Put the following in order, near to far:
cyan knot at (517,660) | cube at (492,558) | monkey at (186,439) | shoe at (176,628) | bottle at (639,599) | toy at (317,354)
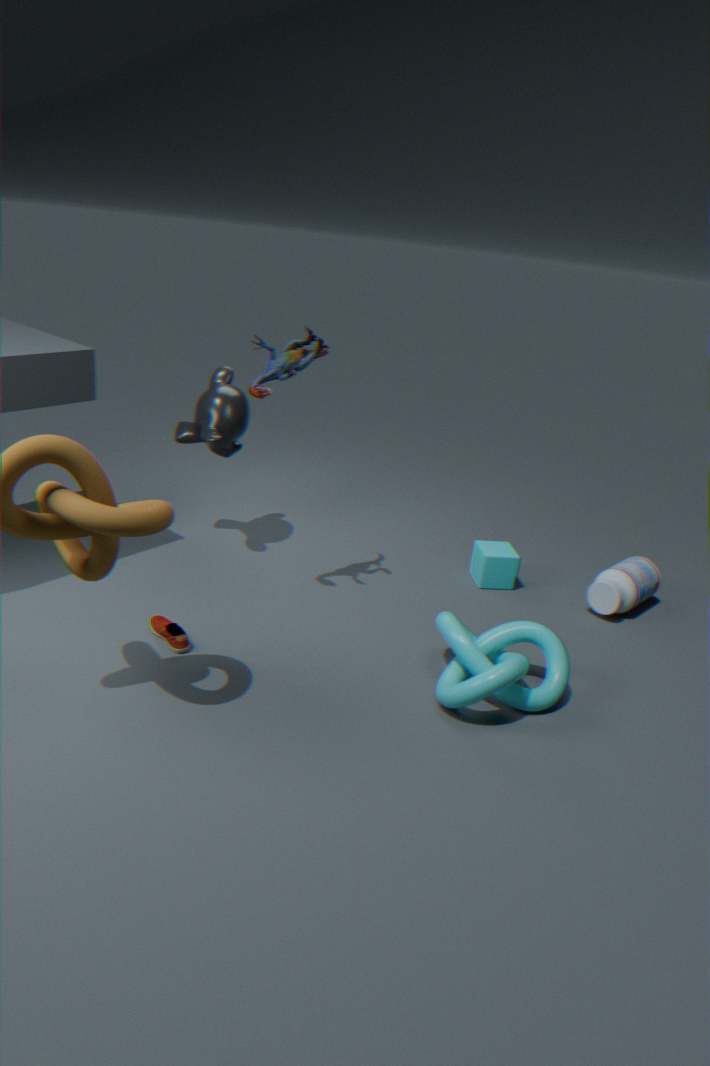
cyan knot at (517,660), shoe at (176,628), toy at (317,354), monkey at (186,439), bottle at (639,599), cube at (492,558)
